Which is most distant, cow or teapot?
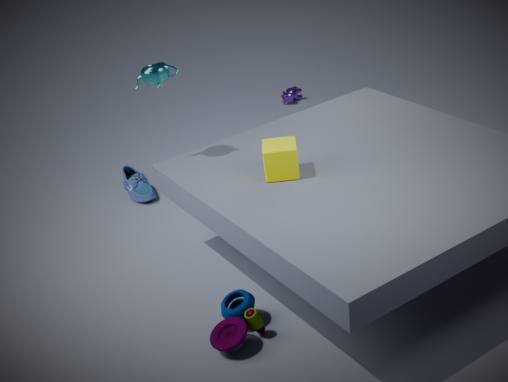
cow
